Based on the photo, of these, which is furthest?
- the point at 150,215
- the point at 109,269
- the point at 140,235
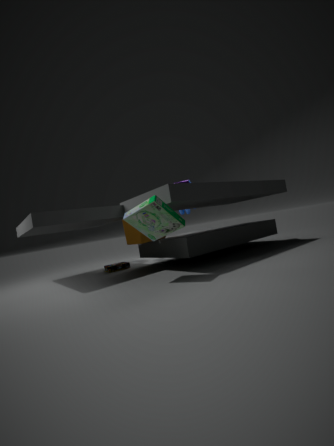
the point at 109,269
